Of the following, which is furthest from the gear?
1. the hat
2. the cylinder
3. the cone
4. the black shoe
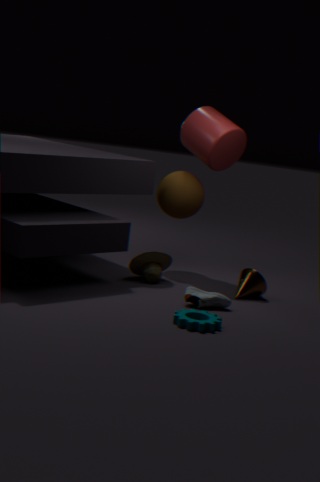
the cylinder
